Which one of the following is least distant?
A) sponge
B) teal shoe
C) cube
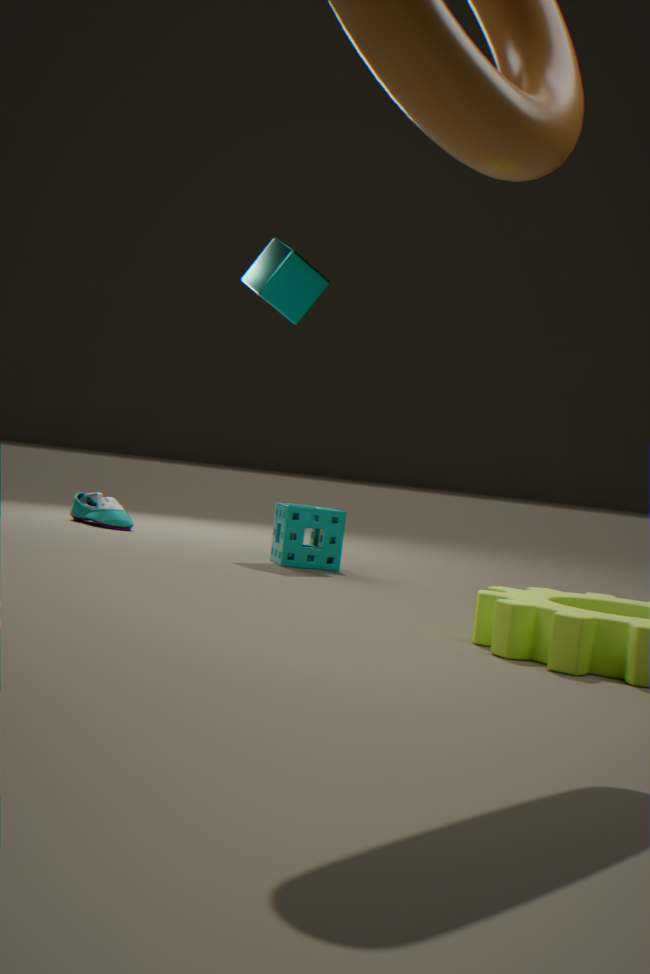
sponge
